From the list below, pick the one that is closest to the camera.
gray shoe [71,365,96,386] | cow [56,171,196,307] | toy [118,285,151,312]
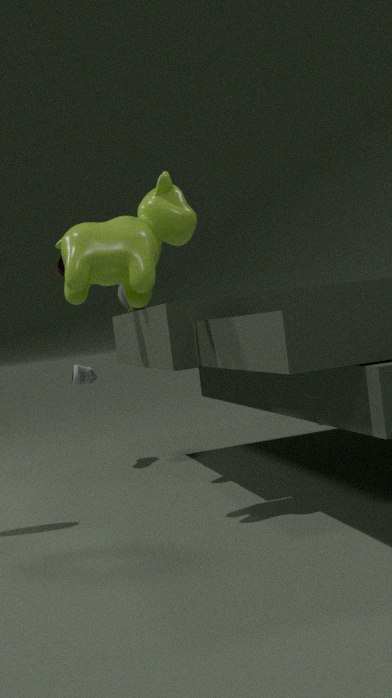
cow [56,171,196,307]
